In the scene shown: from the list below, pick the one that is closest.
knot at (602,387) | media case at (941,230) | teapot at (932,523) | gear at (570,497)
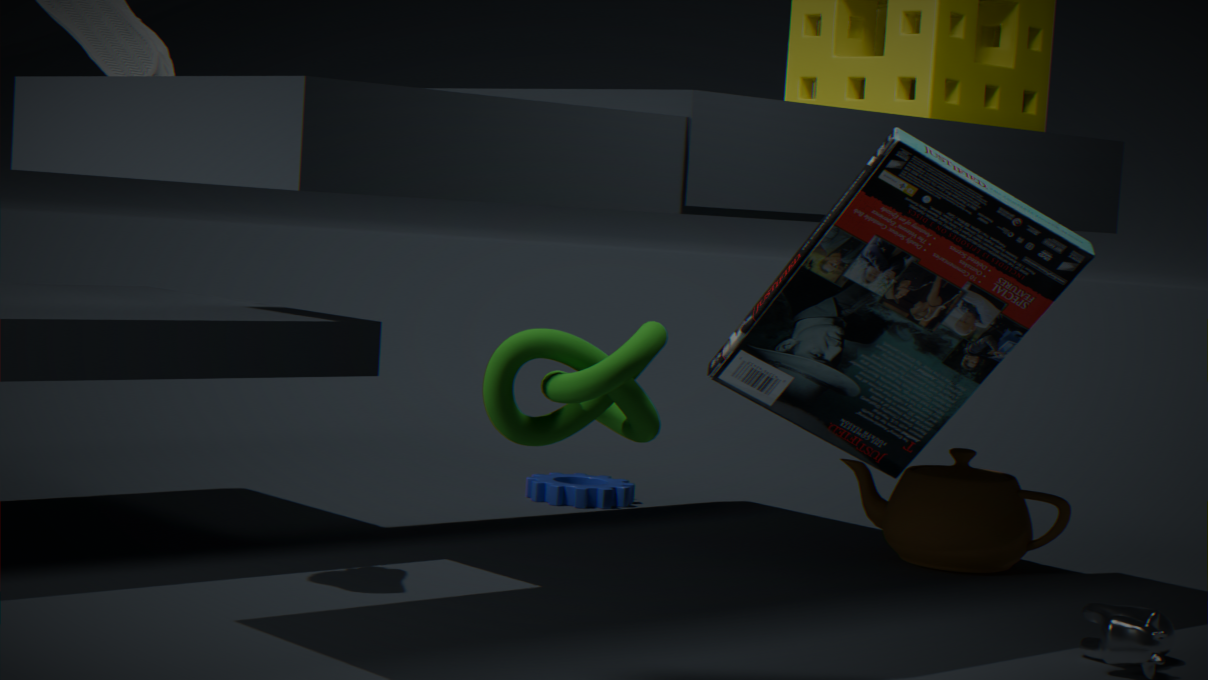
knot at (602,387)
